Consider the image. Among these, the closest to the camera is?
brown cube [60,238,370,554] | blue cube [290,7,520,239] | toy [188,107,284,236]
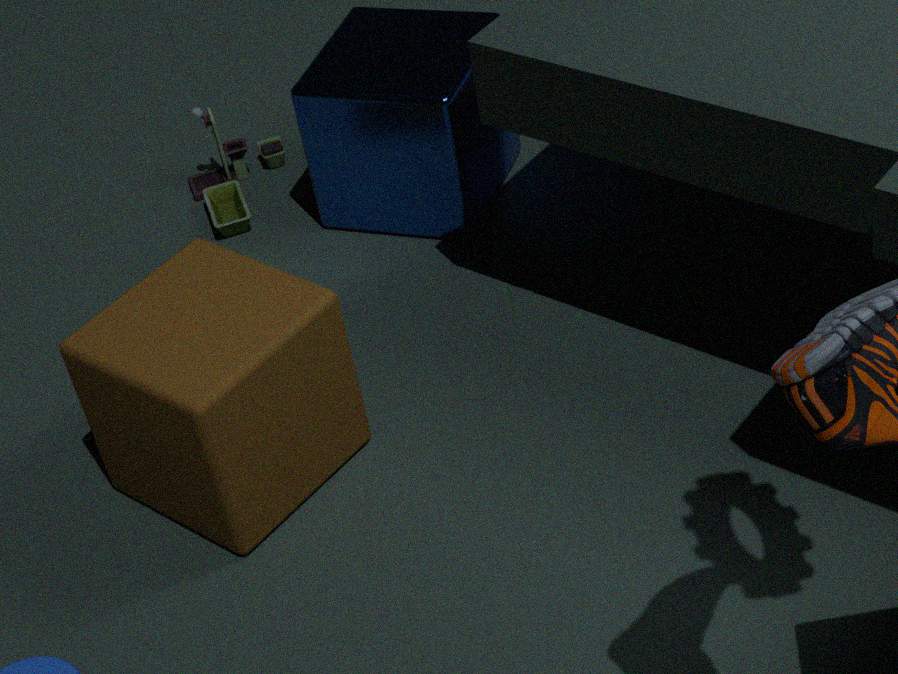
brown cube [60,238,370,554]
